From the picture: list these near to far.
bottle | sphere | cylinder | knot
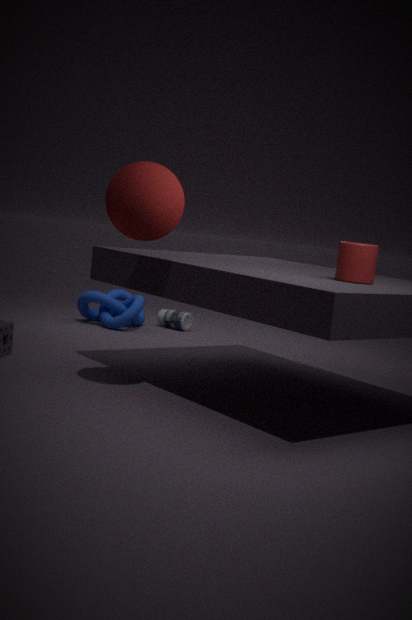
sphere, cylinder, knot, bottle
